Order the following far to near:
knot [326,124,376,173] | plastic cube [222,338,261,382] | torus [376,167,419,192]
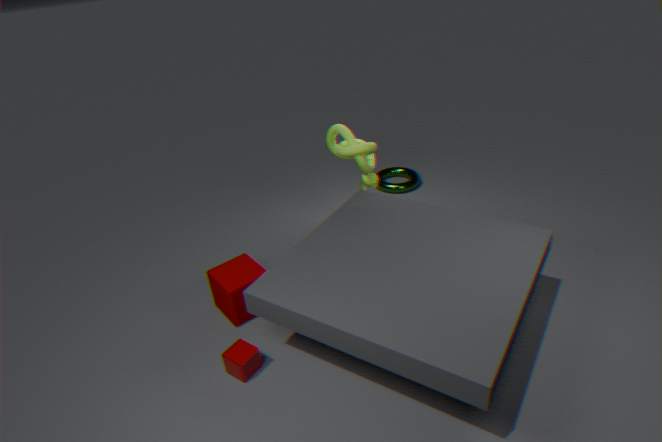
torus [376,167,419,192] < knot [326,124,376,173] < plastic cube [222,338,261,382]
